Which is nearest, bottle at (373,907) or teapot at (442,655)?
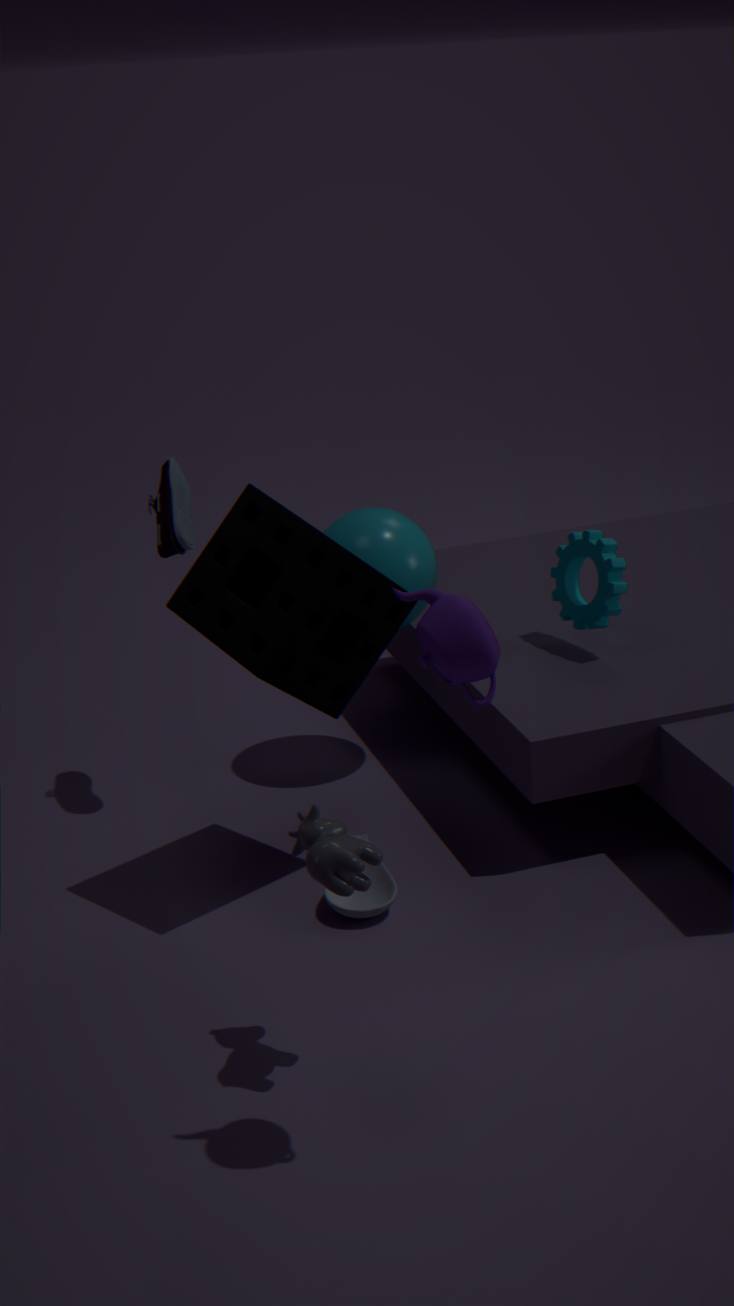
teapot at (442,655)
